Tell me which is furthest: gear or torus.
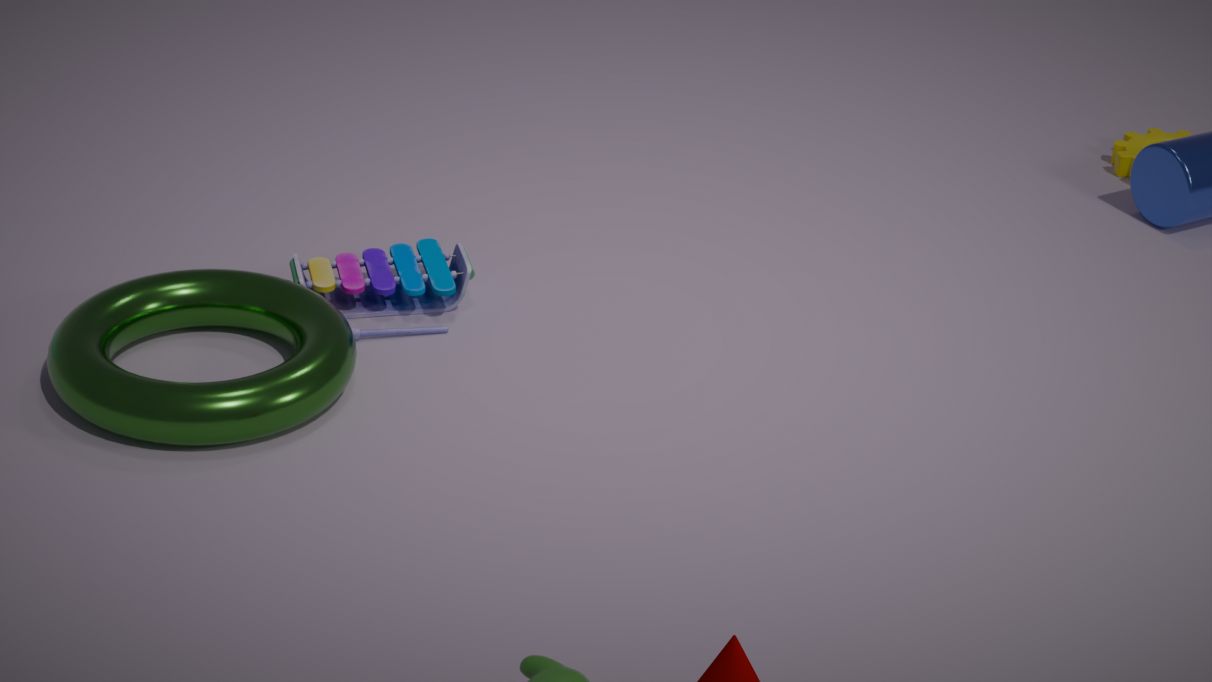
gear
